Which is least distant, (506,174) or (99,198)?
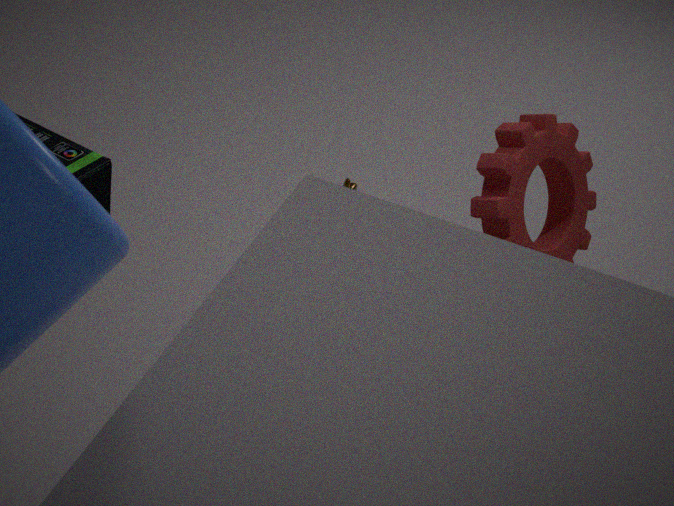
(506,174)
